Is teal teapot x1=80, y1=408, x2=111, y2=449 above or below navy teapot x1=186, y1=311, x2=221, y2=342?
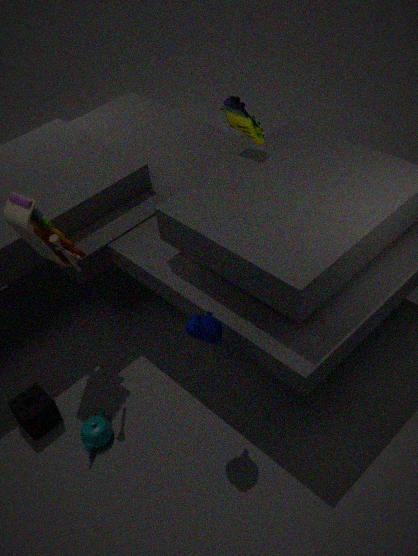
below
